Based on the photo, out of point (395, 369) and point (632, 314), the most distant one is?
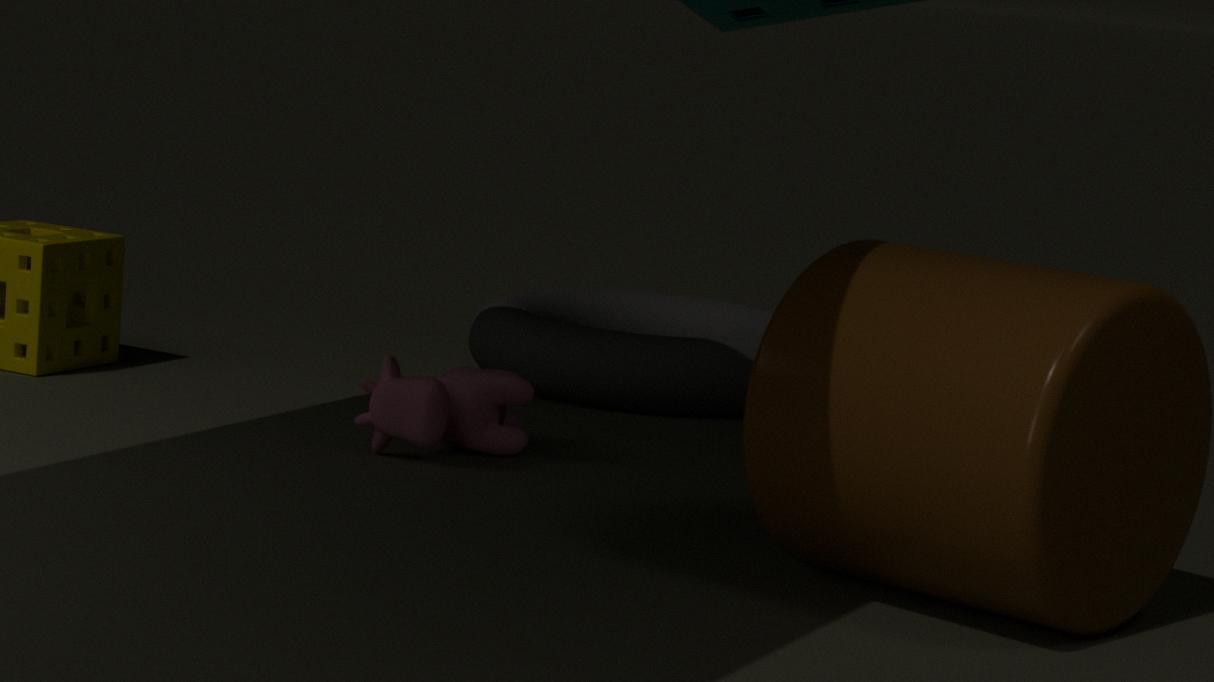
point (632, 314)
